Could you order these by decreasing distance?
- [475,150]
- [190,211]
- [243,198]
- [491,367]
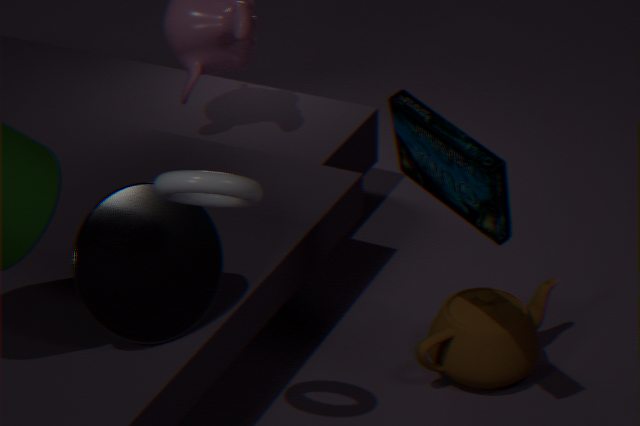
[491,367] < [190,211] < [475,150] < [243,198]
